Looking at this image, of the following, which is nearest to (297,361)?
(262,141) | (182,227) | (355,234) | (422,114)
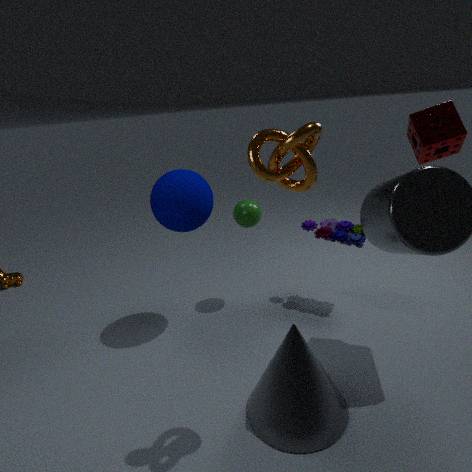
(262,141)
